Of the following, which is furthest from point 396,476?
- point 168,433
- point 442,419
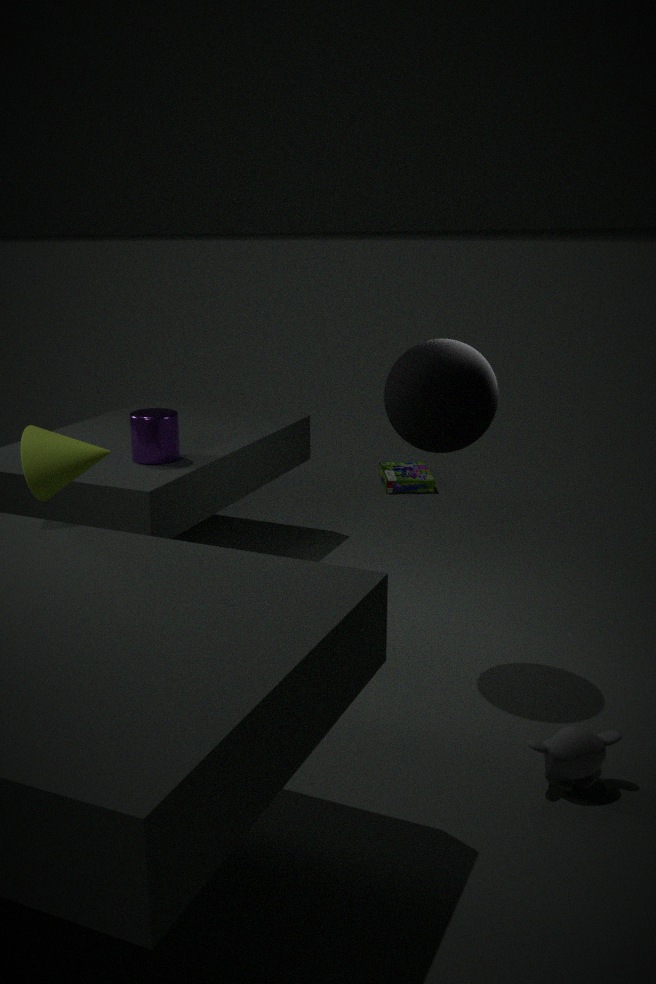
point 442,419
